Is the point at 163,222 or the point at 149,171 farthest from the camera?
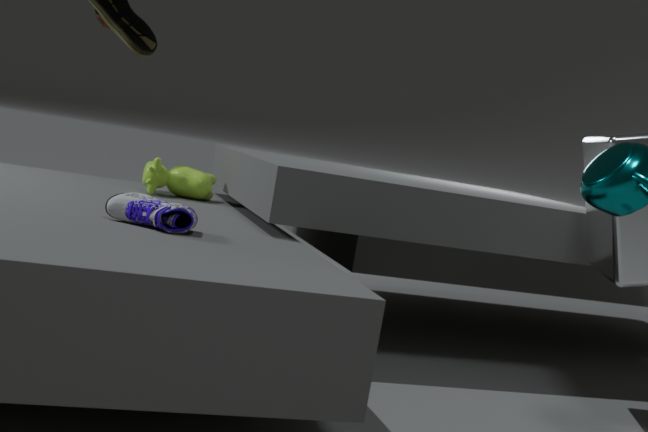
the point at 149,171
